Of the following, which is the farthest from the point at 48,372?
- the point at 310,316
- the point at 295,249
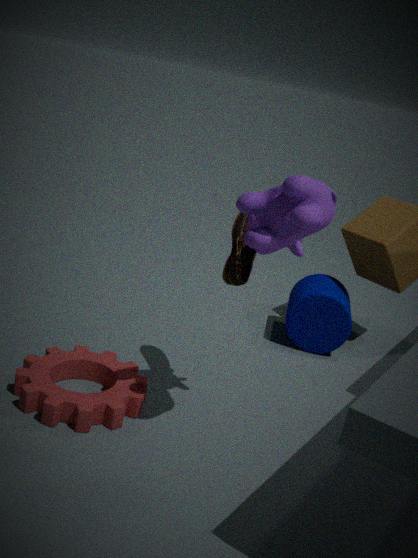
the point at 310,316
